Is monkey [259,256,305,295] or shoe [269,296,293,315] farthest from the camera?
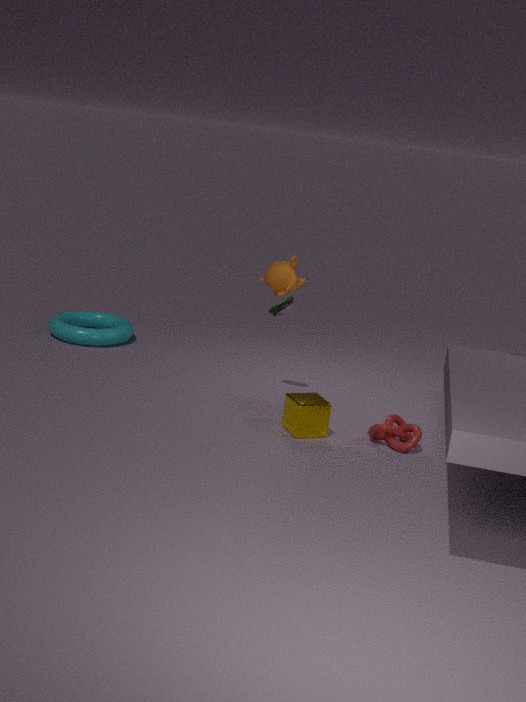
shoe [269,296,293,315]
